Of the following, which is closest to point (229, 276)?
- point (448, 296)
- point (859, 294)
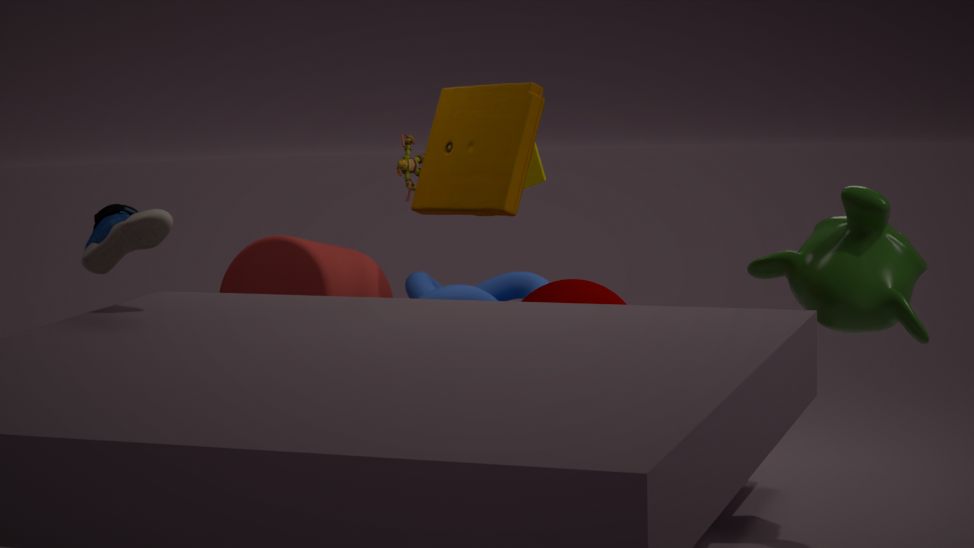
point (448, 296)
